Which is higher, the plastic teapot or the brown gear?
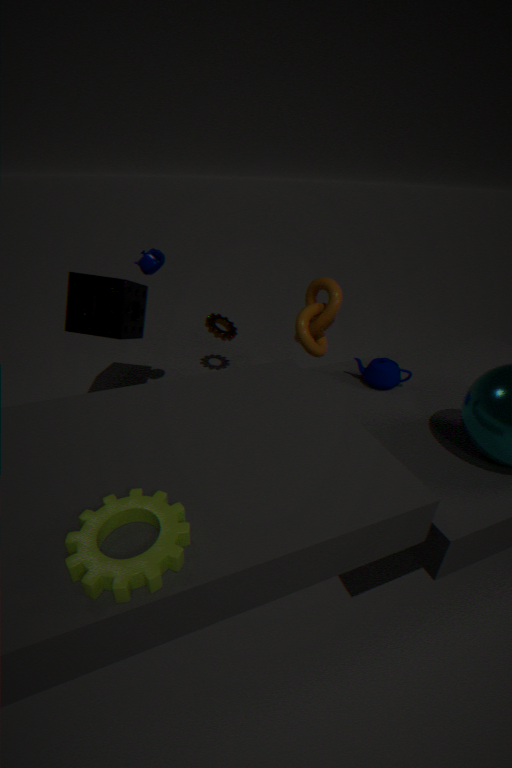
the plastic teapot
